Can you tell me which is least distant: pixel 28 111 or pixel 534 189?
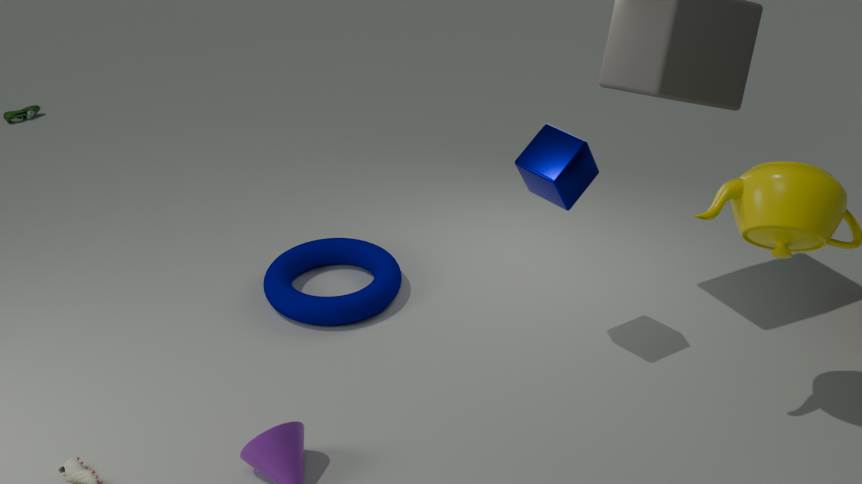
pixel 534 189
